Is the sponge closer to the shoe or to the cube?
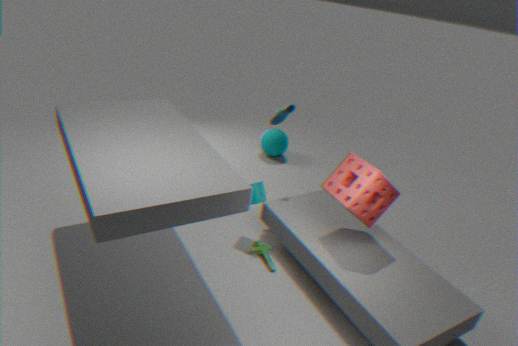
the cube
